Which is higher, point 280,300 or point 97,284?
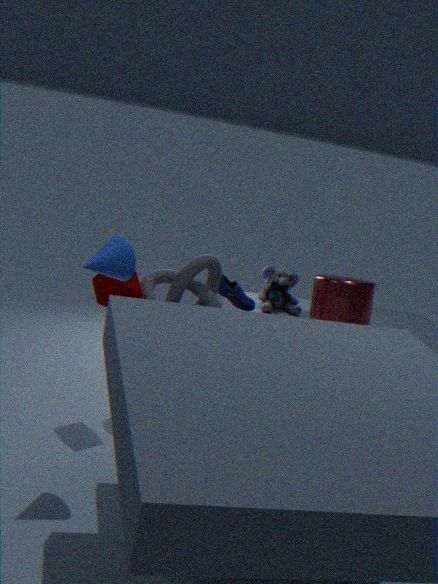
point 97,284
